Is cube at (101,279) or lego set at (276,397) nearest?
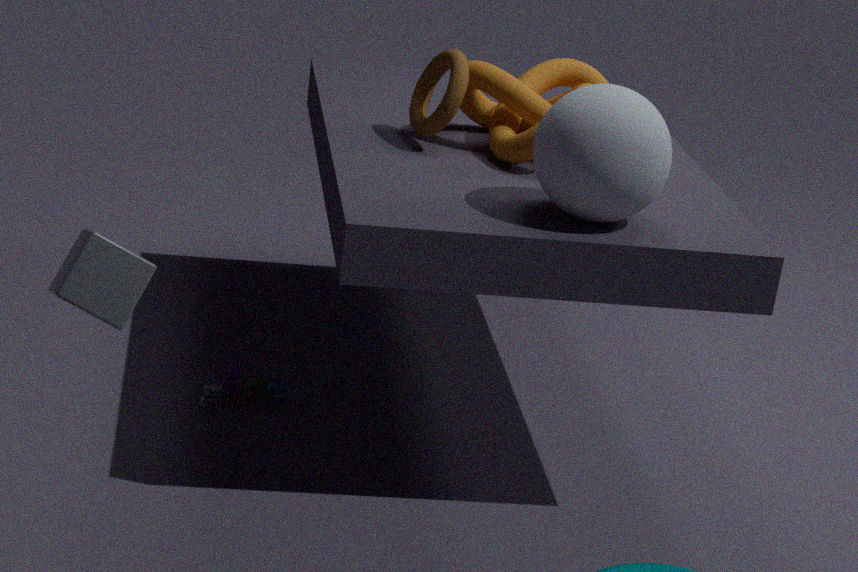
cube at (101,279)
